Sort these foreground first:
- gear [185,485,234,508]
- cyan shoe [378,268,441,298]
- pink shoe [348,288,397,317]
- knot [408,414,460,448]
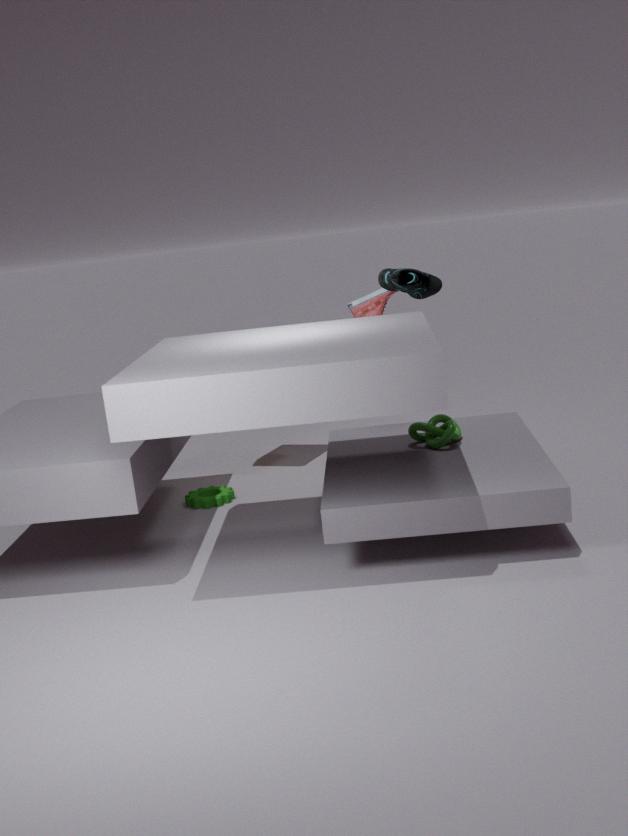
1. knot [408,414,460,448]
2. cyan shoe [378,268,441,298]
3. gear [185,485,234,508]
4. pink shoe [348,288,397,317]
